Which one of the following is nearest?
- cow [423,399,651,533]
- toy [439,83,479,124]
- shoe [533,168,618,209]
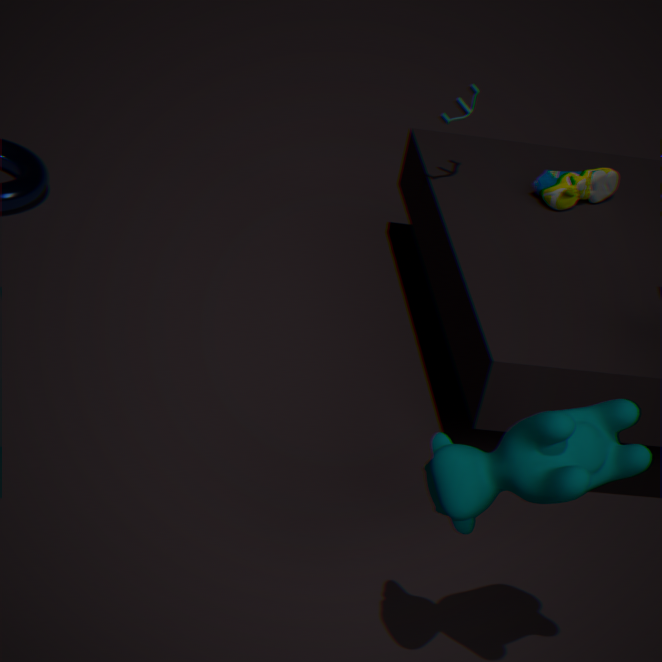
cow [423,399,651,533]
